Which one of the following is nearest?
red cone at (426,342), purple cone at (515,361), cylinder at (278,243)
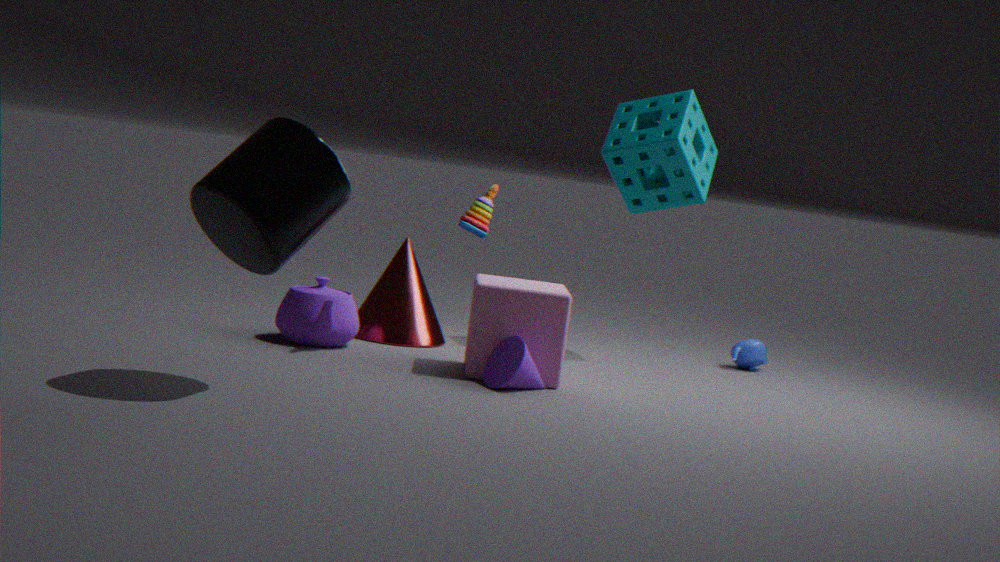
cylinder at (278,243)
